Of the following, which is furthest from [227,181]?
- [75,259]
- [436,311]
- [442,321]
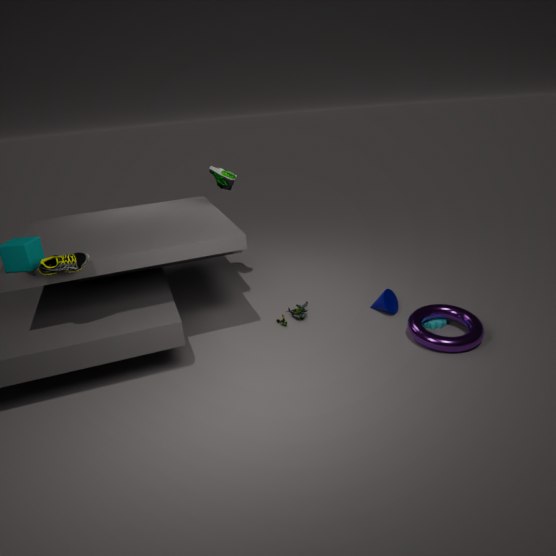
[436,311]
